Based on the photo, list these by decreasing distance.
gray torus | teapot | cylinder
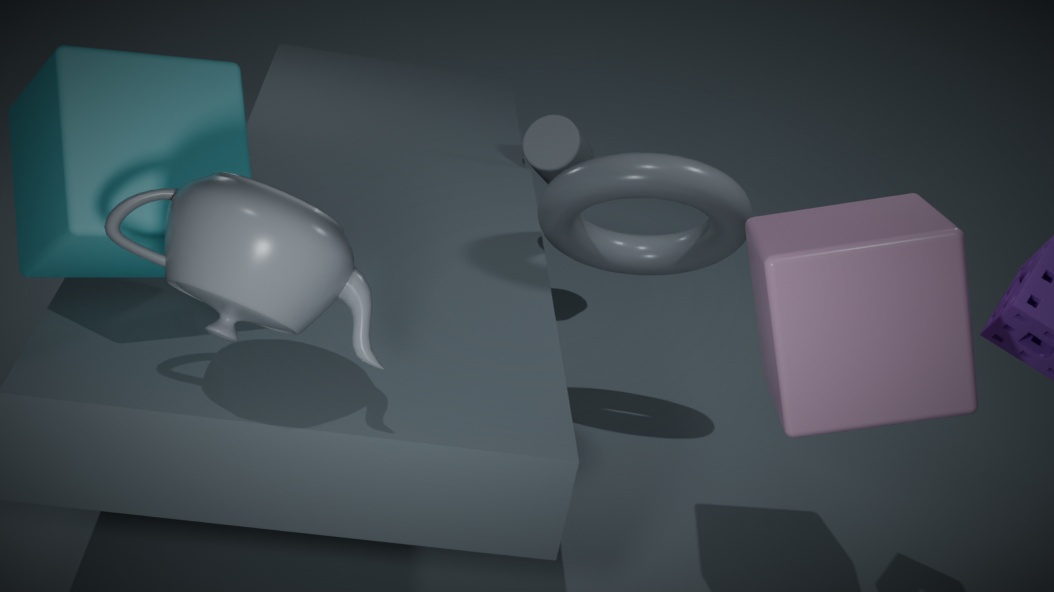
1. cylinder
2. gray torus
3. teapot
